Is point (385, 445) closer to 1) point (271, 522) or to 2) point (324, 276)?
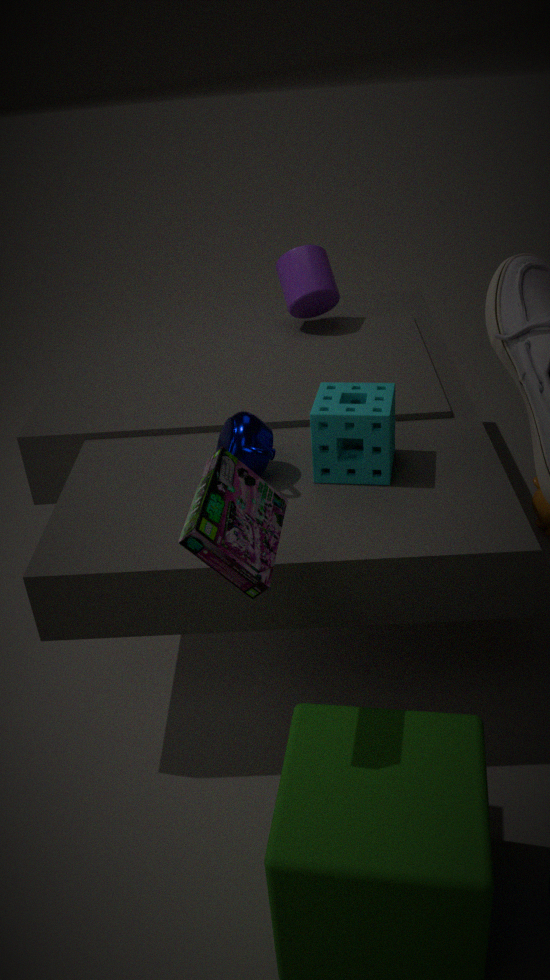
1) point (271, 522)
